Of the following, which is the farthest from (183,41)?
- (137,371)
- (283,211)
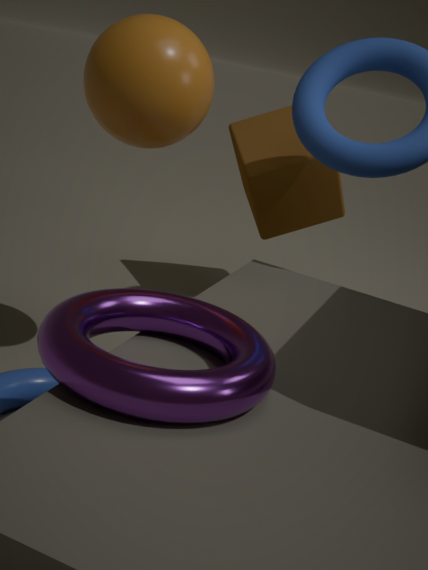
(283,211)
